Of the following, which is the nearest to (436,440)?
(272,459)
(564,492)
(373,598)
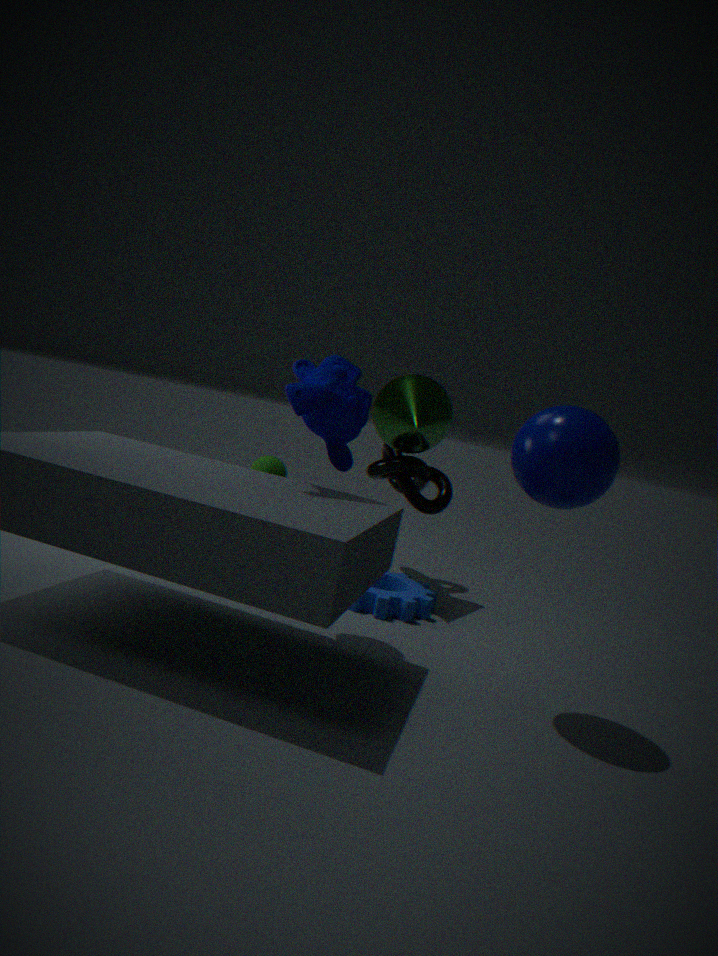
(272,459)
